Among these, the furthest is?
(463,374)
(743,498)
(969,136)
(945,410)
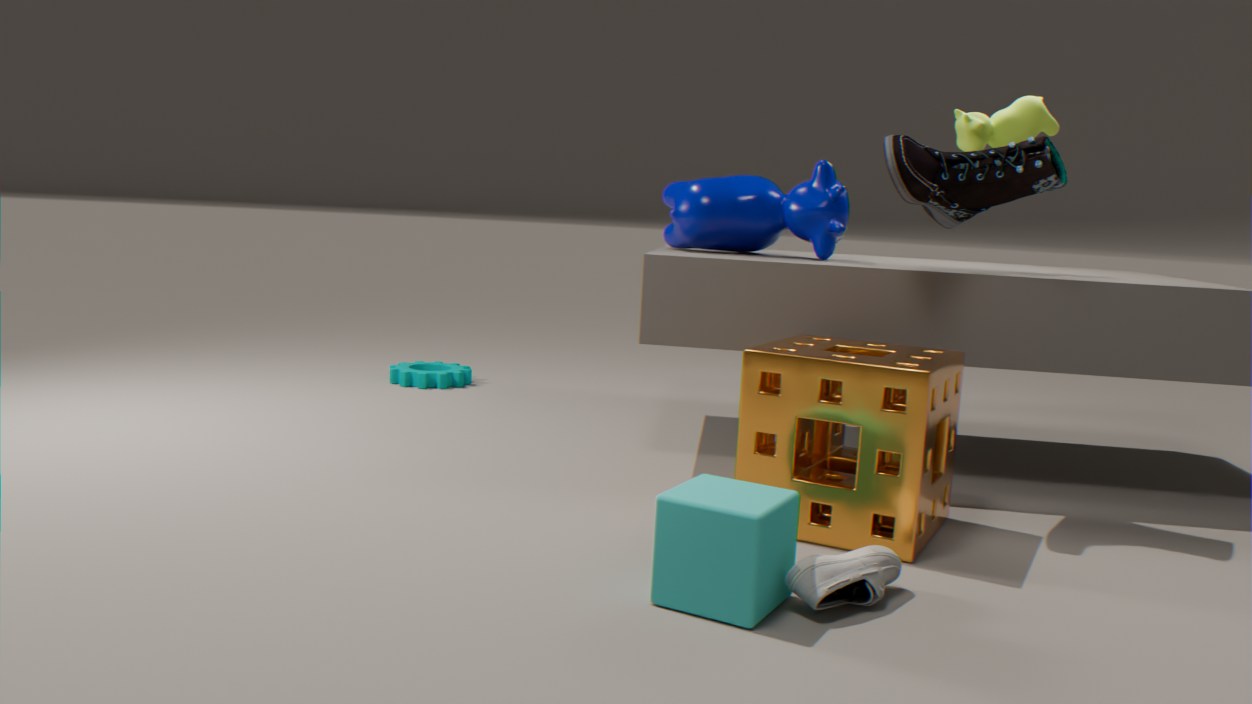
(463,374)
